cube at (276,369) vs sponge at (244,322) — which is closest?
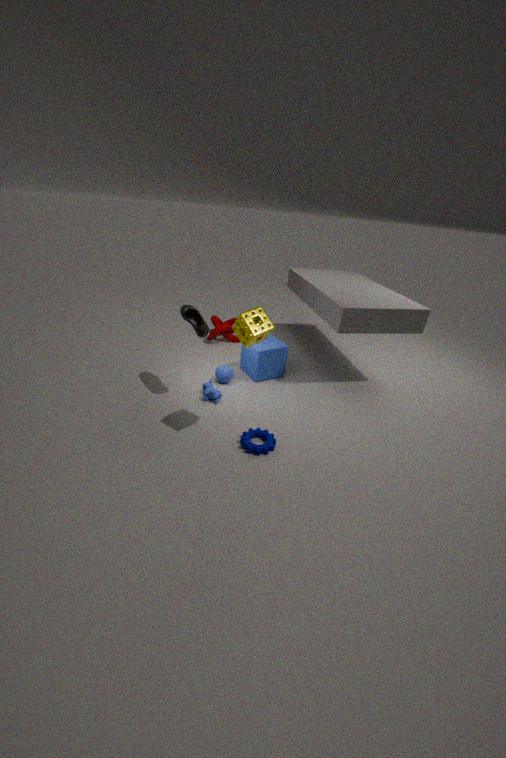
sponge at (244,322)
